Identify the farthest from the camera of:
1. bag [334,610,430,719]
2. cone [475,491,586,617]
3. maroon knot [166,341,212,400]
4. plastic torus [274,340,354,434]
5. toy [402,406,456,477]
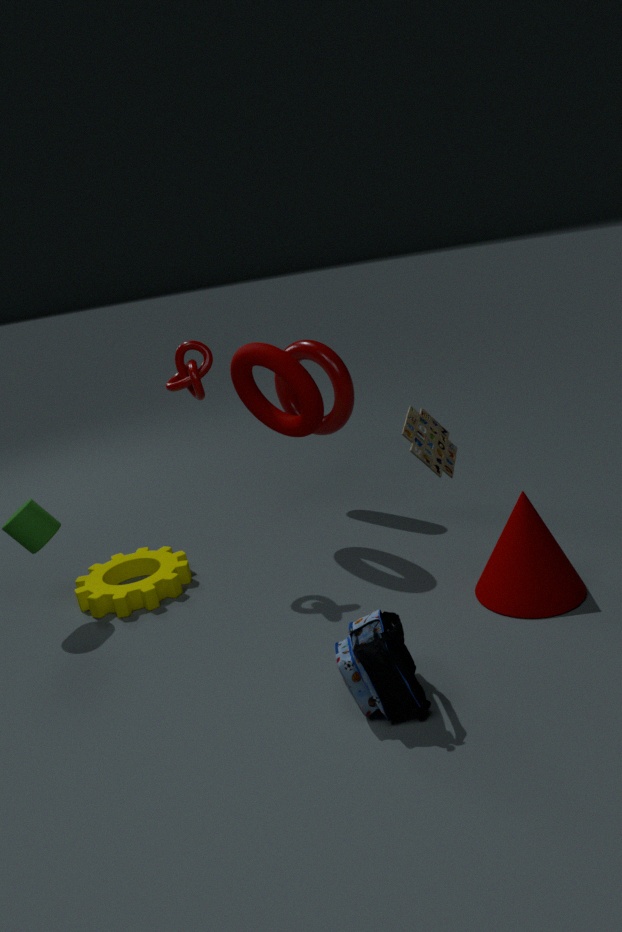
plastic torus [274,340,354,434]
